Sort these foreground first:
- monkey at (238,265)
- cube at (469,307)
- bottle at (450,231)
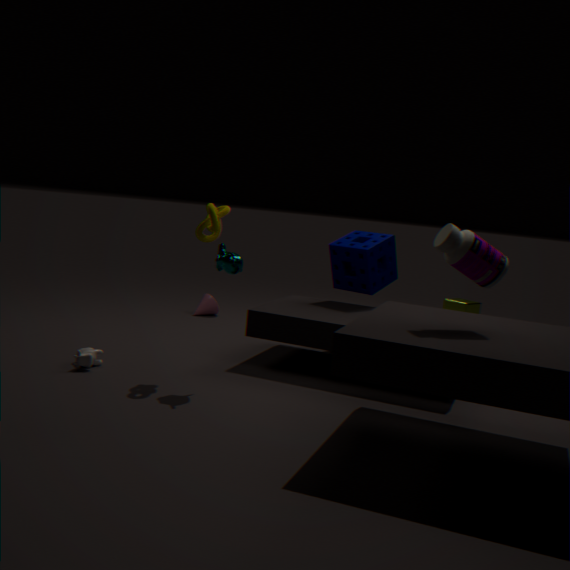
bottle at (450,231)
monkey at (238,265)
cube at (469,307)
